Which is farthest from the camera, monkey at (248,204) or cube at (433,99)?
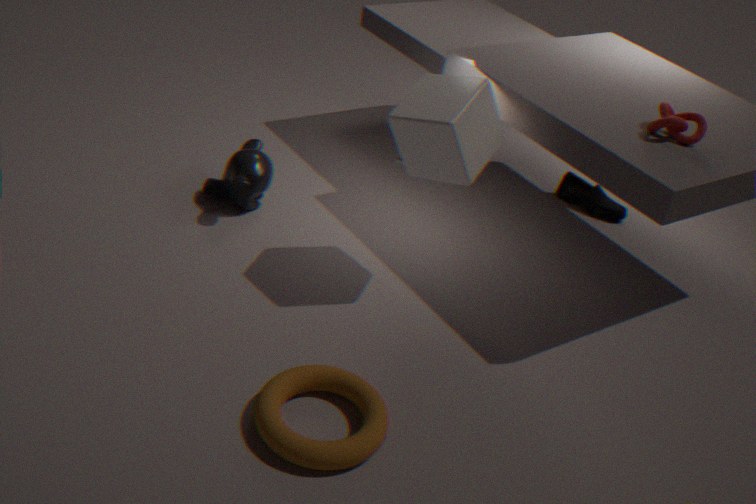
monkey at (248,204)
